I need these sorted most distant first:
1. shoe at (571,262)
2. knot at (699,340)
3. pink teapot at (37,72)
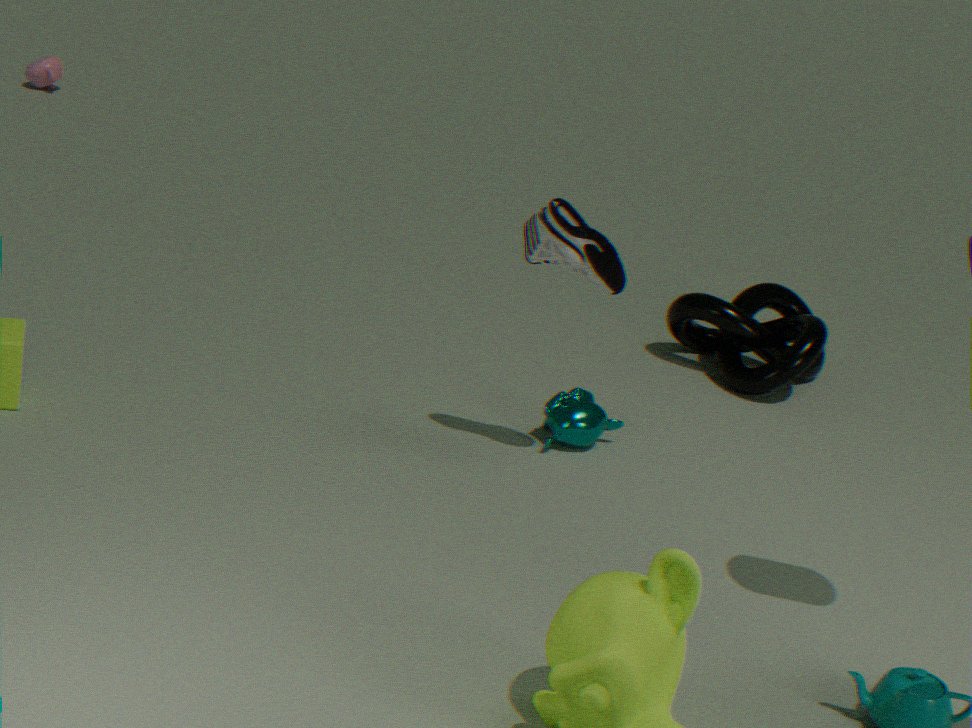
1. pink teapot at (37,72)
2. knot at (699,340)
3. shoe at (571,262)
